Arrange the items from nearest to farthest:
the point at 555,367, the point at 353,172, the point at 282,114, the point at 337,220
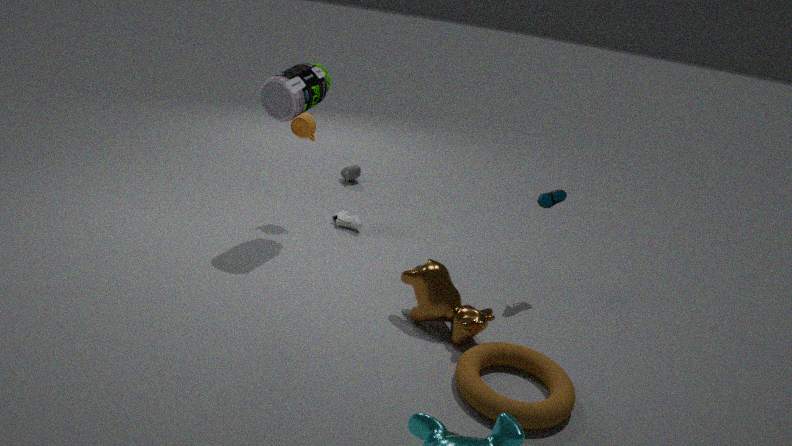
the point at 555,367 < the point at 282,114 < the point at 337,220 < the point at 353,172
